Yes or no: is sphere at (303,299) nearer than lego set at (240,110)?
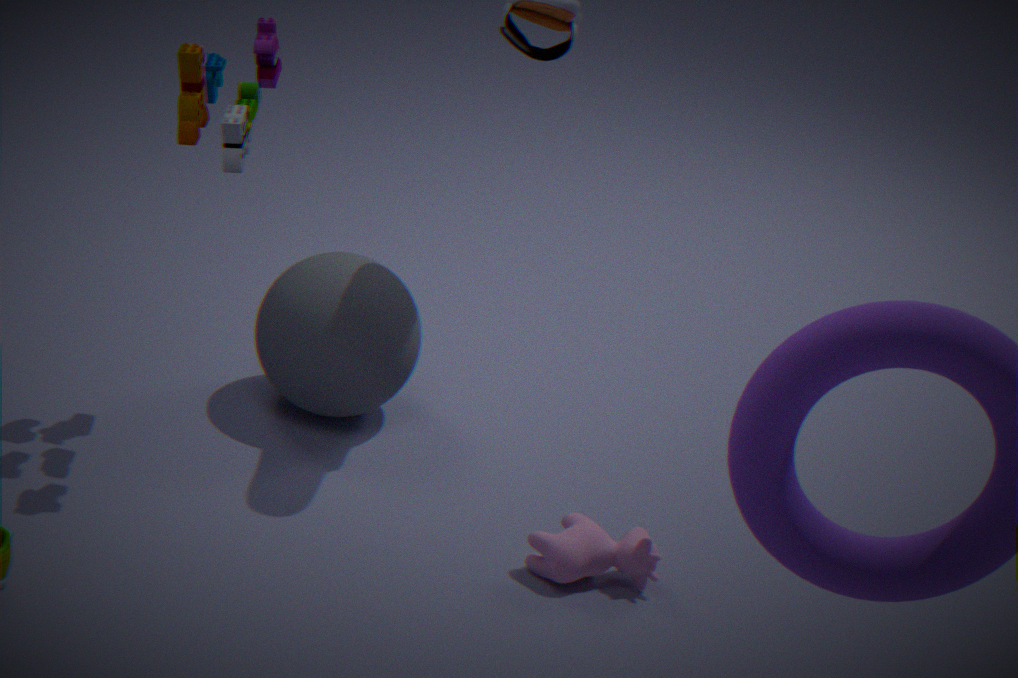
No
